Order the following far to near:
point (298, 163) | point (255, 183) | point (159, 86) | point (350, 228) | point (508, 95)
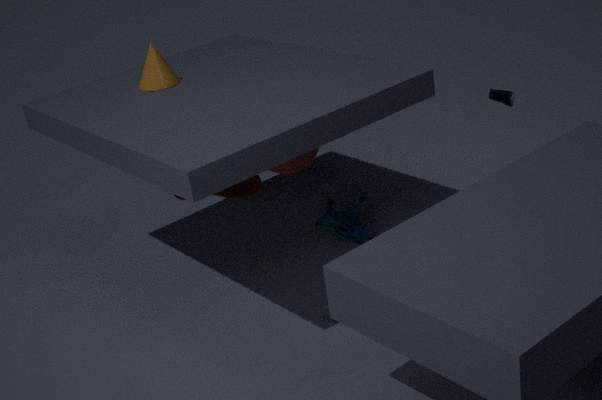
point (350, 228), point (255, 183), point (159, 86), point (298, 163), point (508, 95)
